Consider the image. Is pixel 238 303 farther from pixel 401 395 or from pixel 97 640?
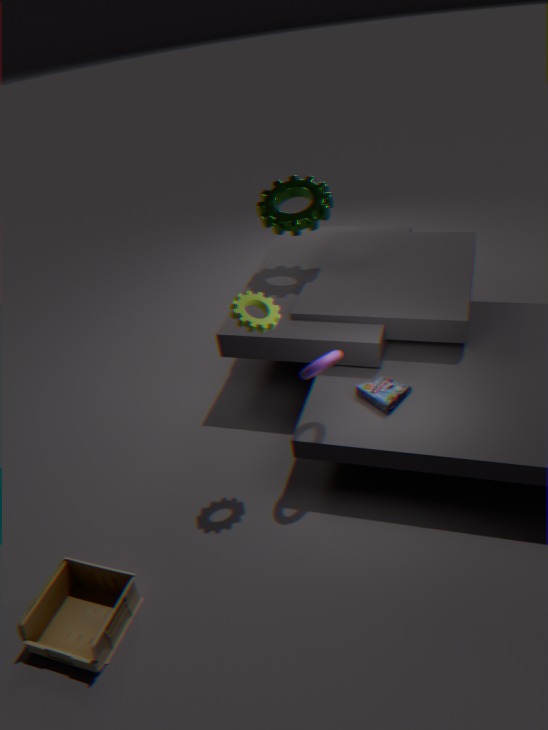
pixel 97 640
